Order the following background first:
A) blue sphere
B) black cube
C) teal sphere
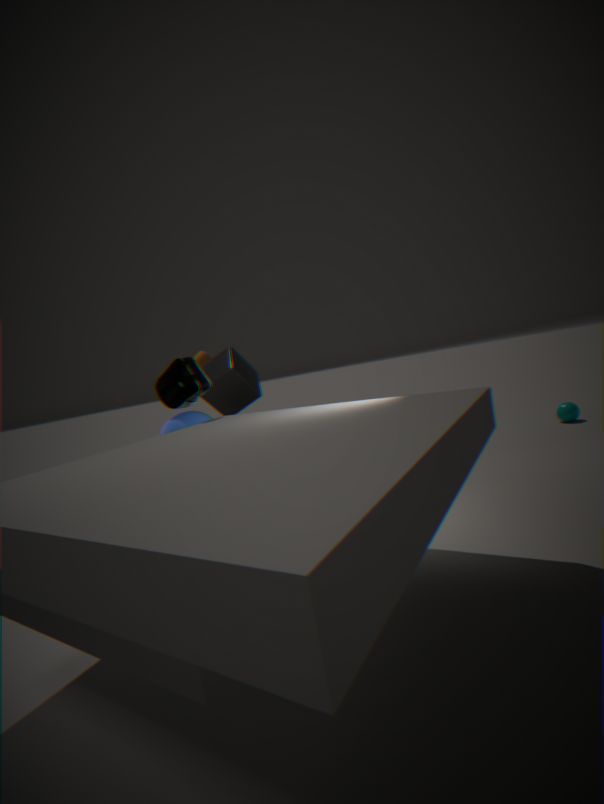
teal sphere → black cube → blue sphere
